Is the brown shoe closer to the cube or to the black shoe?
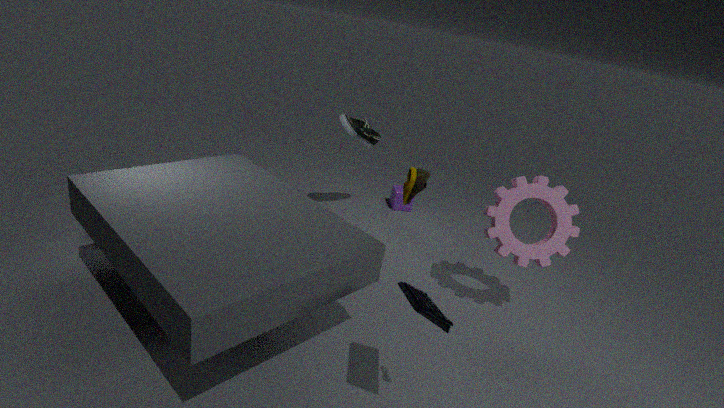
the black shoe
